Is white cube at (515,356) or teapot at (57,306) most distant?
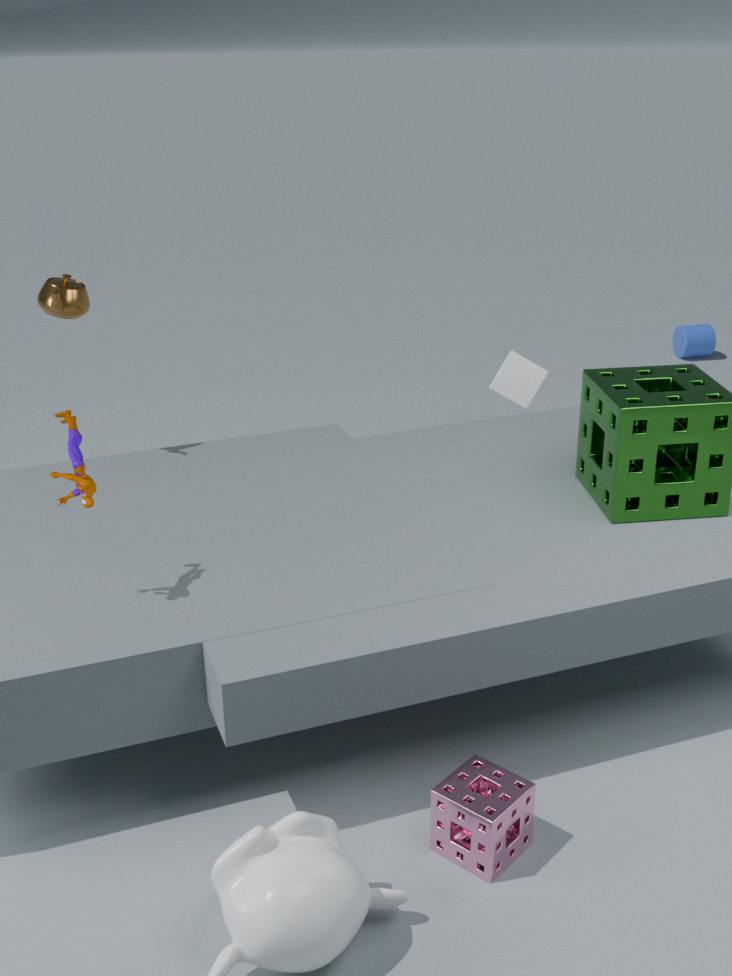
white cube at (515,356)
